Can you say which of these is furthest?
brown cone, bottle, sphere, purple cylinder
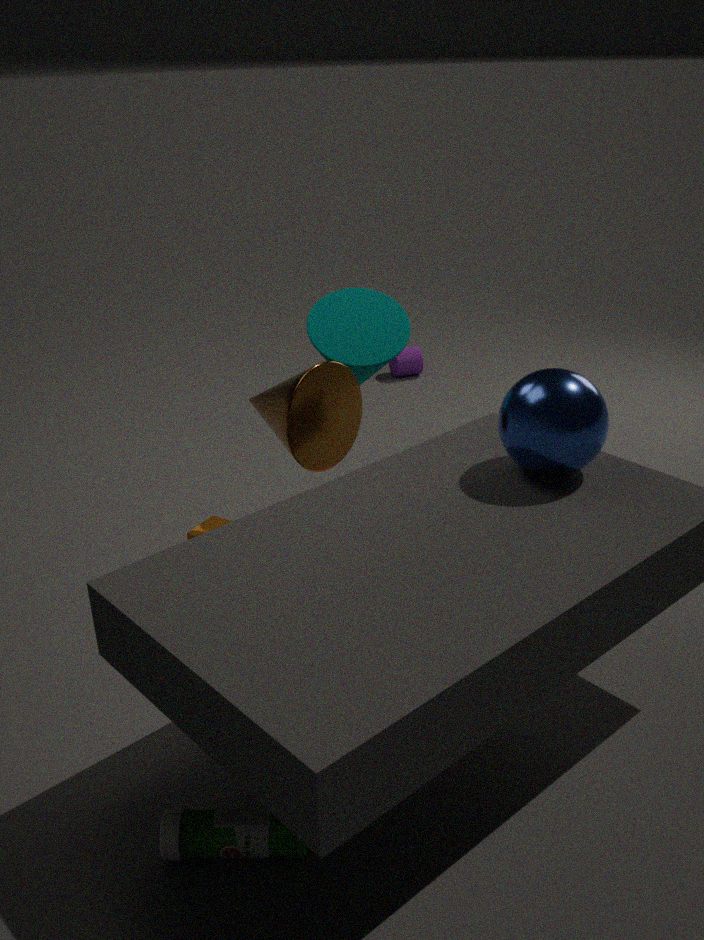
purple cylinder
